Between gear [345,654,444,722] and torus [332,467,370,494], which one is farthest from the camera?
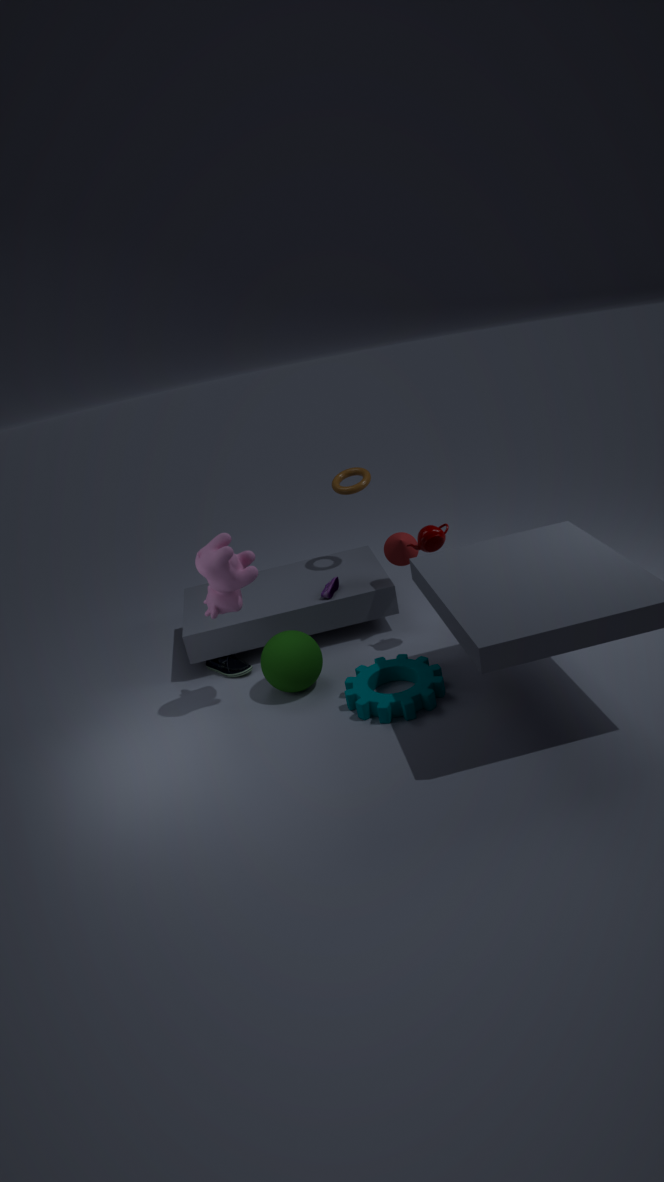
torus [332,467,370,494]
